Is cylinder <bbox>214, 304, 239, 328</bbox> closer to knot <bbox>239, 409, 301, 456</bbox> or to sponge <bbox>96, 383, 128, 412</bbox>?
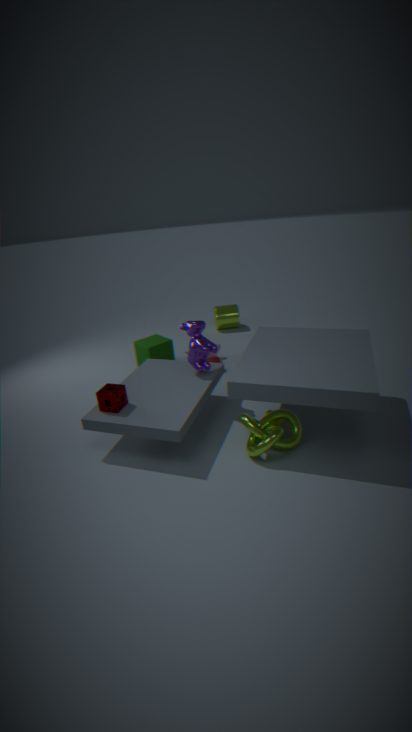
knot <bbox>239, 409, 301, 456</bbox>
